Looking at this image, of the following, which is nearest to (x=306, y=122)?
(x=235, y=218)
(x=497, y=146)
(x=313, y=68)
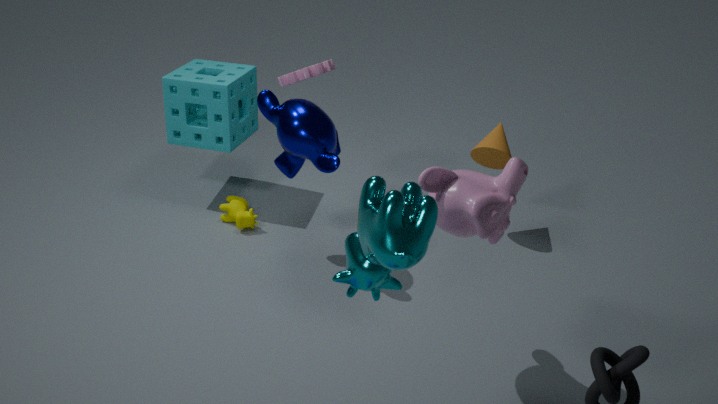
(x=313, y=68)
